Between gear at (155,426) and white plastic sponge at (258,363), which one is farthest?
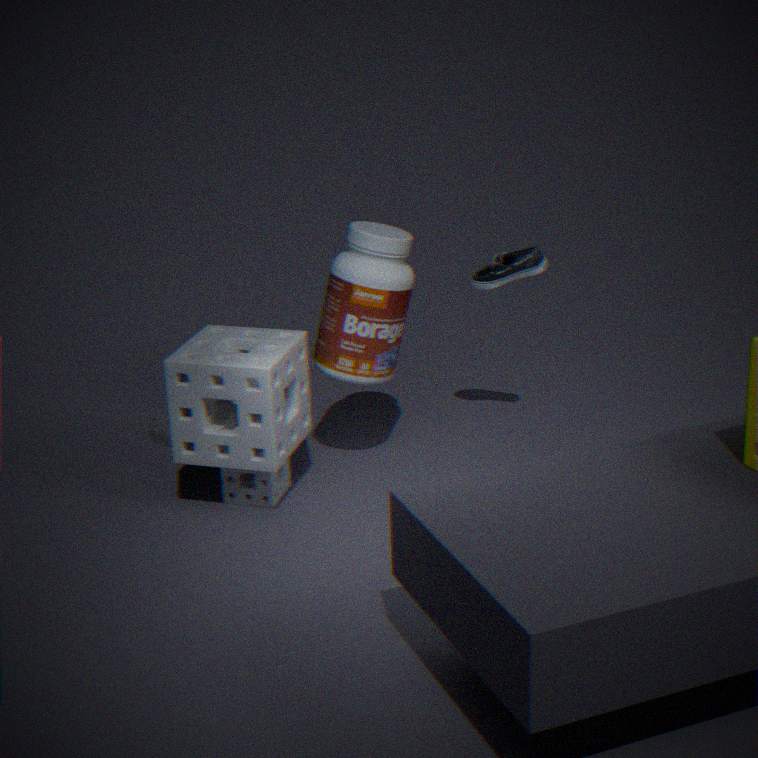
gear at (155,426)
